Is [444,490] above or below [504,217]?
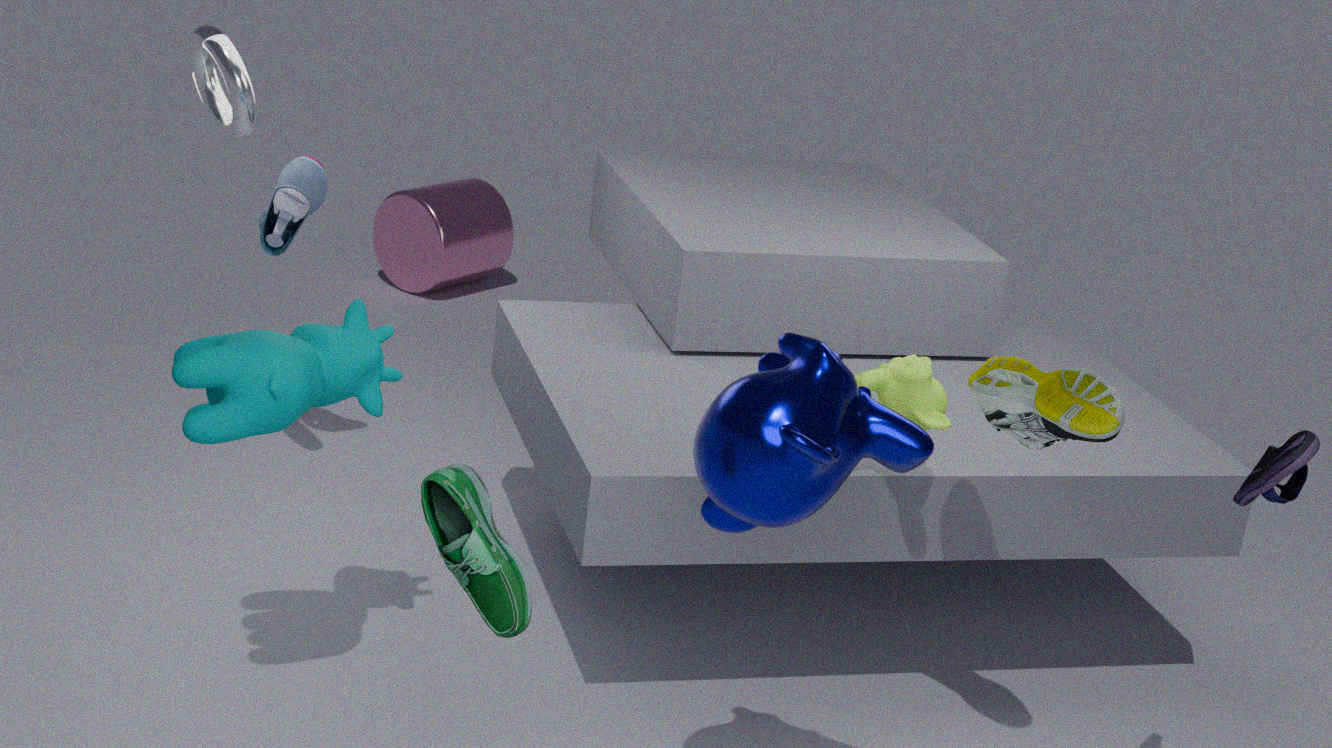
above
